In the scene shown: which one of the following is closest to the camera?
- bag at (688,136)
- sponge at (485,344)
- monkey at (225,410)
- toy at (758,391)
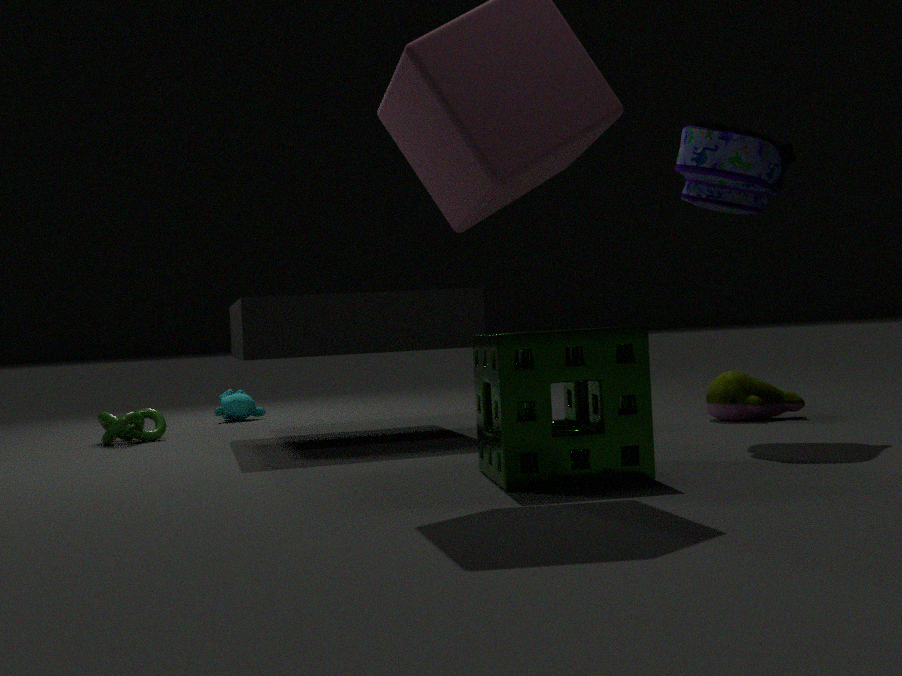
sponge at (485,344)
